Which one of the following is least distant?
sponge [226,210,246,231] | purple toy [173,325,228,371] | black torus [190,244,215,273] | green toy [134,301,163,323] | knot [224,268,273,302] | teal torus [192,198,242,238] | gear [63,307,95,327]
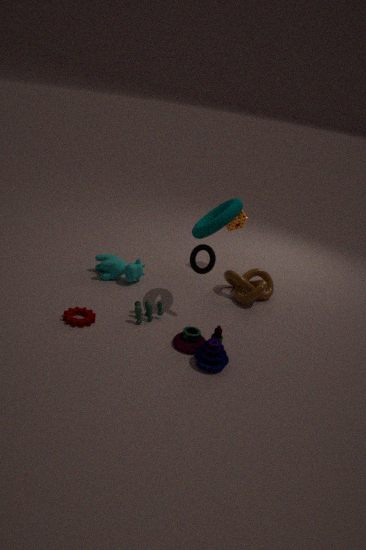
purple toy [173,325,228,371]
